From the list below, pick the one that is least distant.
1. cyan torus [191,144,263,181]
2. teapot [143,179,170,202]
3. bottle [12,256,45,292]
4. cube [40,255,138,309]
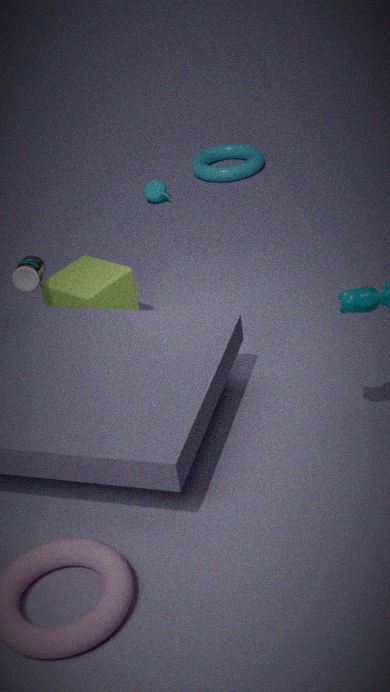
bottle [12,256,45,292]
